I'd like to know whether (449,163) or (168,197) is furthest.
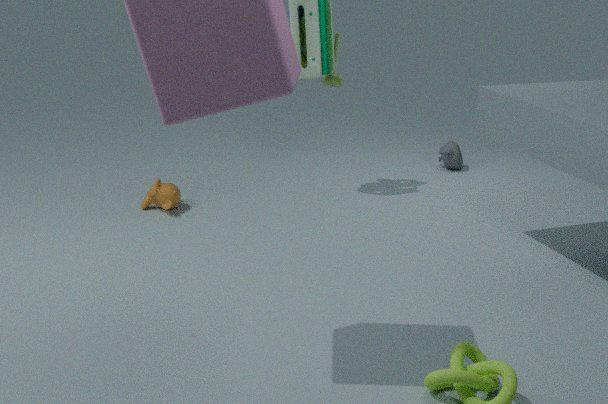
(449,163)
